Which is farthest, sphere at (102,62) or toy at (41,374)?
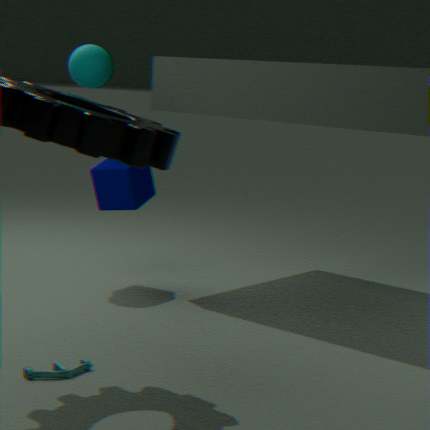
sphere at (102,62)
